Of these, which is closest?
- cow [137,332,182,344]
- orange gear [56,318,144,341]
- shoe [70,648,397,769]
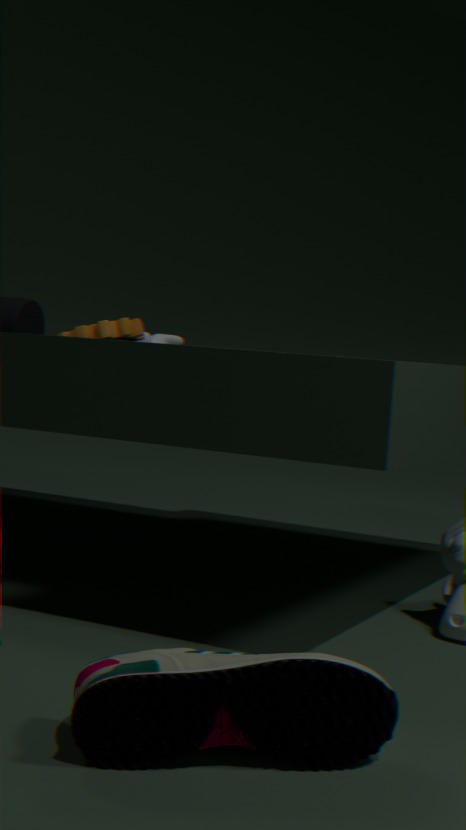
shoe [70,648,397,769]
